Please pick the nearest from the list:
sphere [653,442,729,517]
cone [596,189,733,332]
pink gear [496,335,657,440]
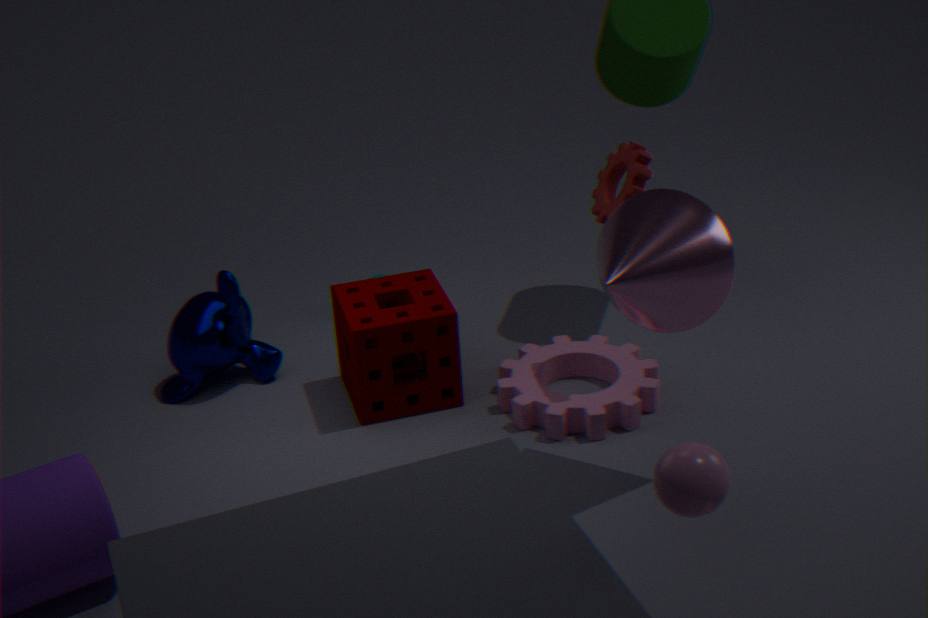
sphere [653,442,729,517]
